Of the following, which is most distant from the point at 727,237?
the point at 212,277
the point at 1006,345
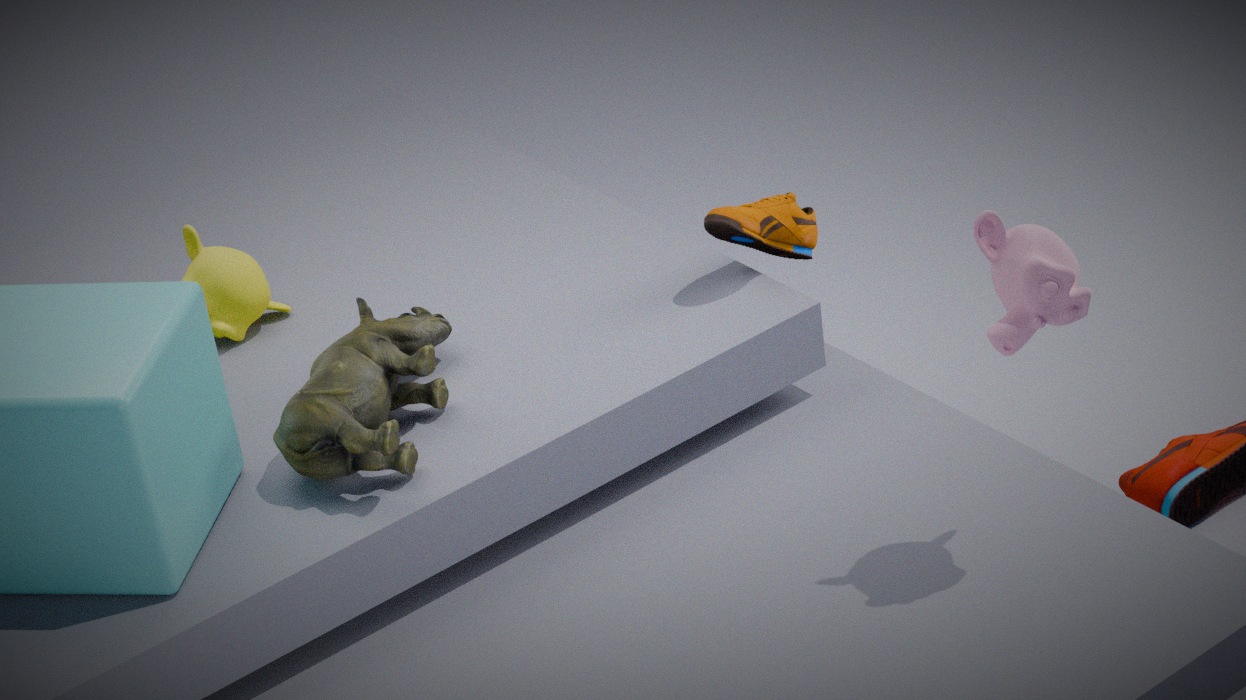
the point at 212,277
